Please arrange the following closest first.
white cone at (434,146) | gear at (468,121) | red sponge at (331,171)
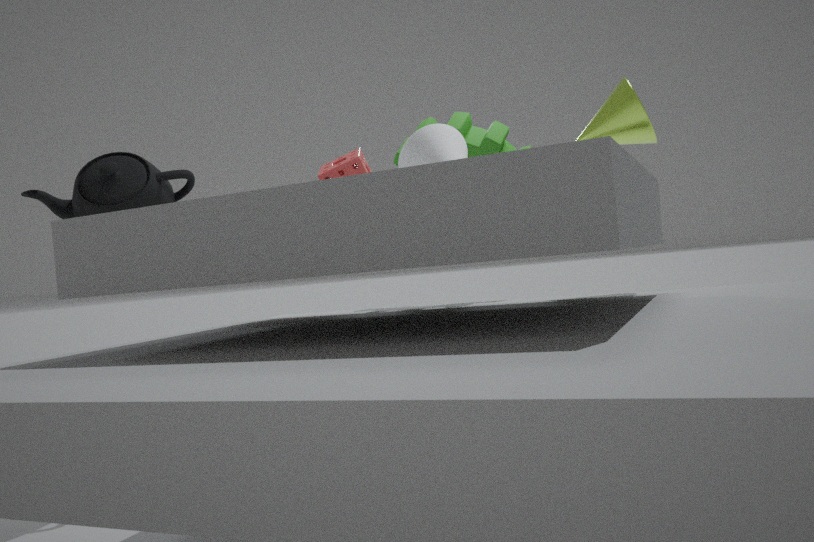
Result: 1. white cone at (434,146)
2. gear at (468,121)
3. red sponge at (331,171)
